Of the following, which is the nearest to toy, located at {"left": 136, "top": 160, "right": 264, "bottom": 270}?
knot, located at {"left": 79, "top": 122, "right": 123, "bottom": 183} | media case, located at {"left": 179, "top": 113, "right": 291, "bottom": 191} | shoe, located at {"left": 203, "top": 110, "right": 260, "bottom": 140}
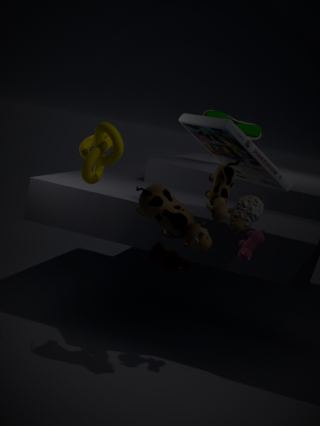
media case, located at {"left": 179, "top": 113, "right": 291, "bottom": 191}
